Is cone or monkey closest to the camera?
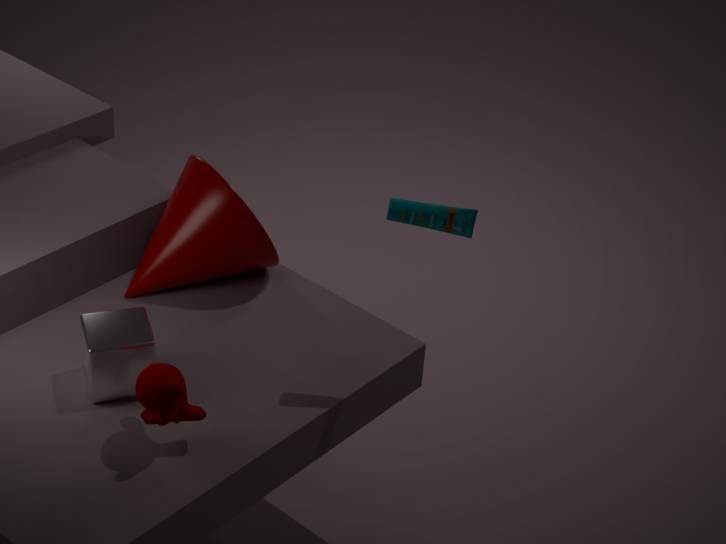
monkey
